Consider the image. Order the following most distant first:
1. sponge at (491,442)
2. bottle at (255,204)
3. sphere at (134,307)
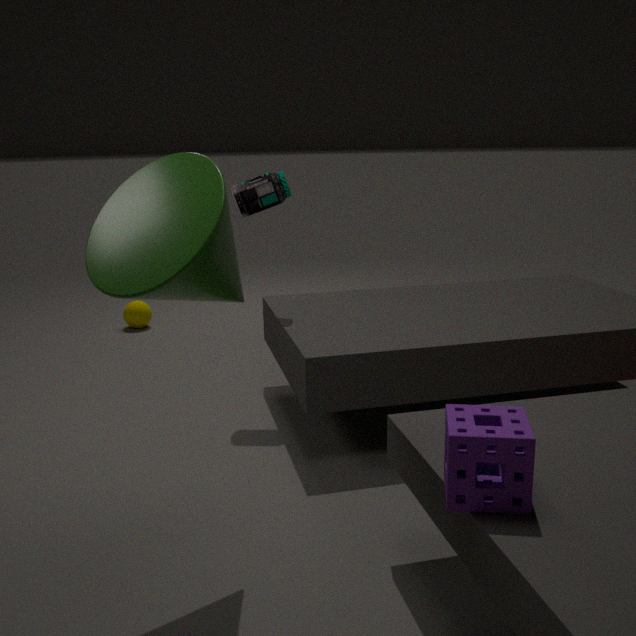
sphere at (134,307), bottle at (255,204), sponge at (491,442)
